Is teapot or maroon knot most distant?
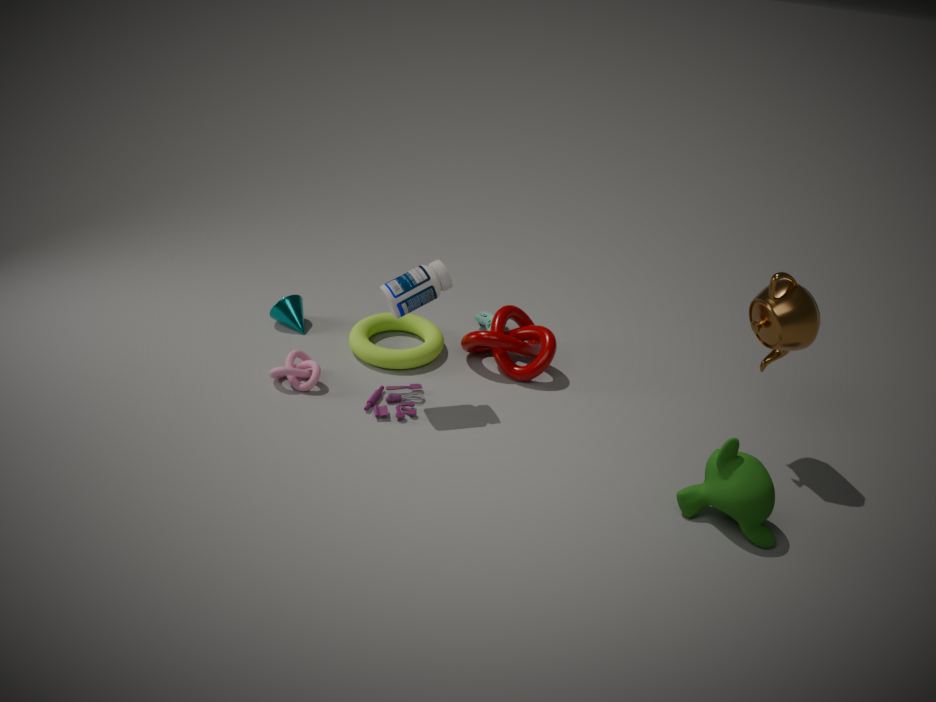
maroon knot
